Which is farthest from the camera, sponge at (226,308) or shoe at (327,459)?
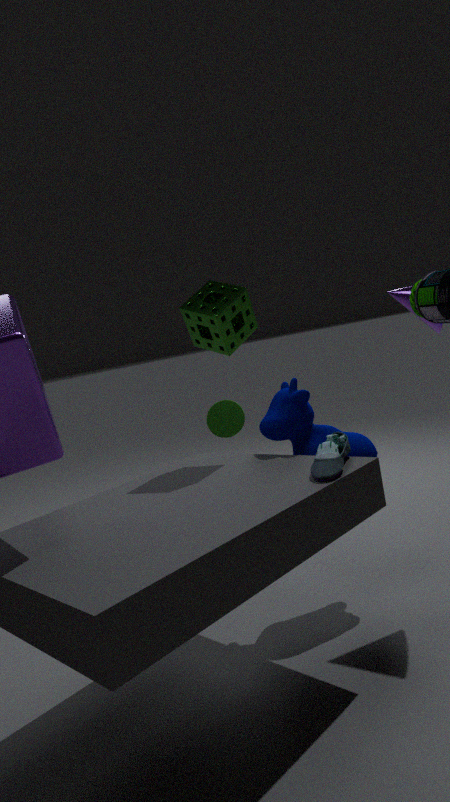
sponge at (226,308)
